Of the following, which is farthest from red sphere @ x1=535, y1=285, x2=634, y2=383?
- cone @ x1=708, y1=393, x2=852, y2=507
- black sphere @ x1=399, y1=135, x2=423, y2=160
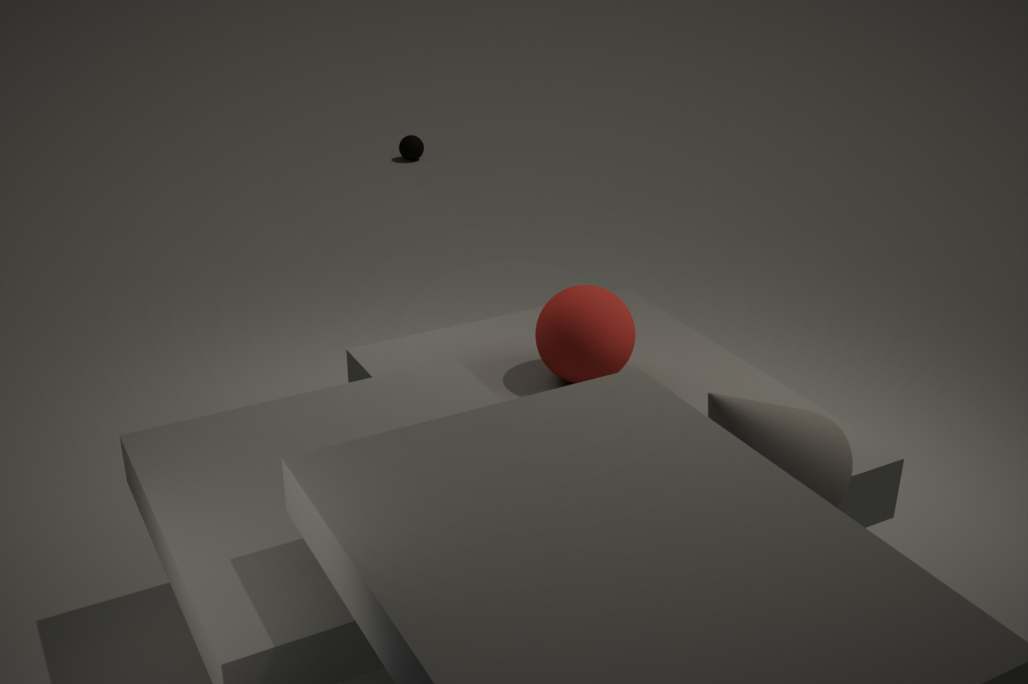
black sphere @ x1=399, y1=135, x2=423, y2=160
